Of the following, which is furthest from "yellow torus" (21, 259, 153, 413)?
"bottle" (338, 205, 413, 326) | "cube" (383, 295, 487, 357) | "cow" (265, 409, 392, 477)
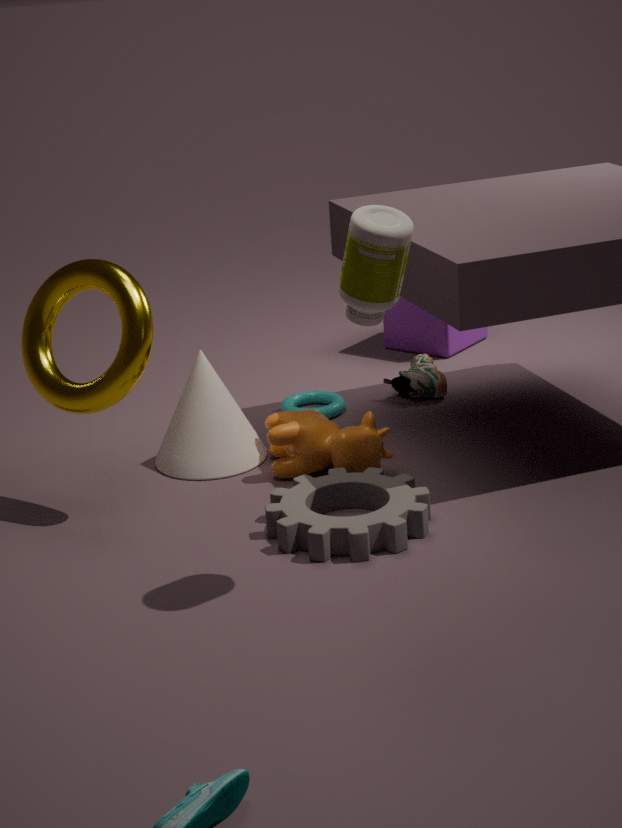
"cube" (383, 295, 487, 357)
